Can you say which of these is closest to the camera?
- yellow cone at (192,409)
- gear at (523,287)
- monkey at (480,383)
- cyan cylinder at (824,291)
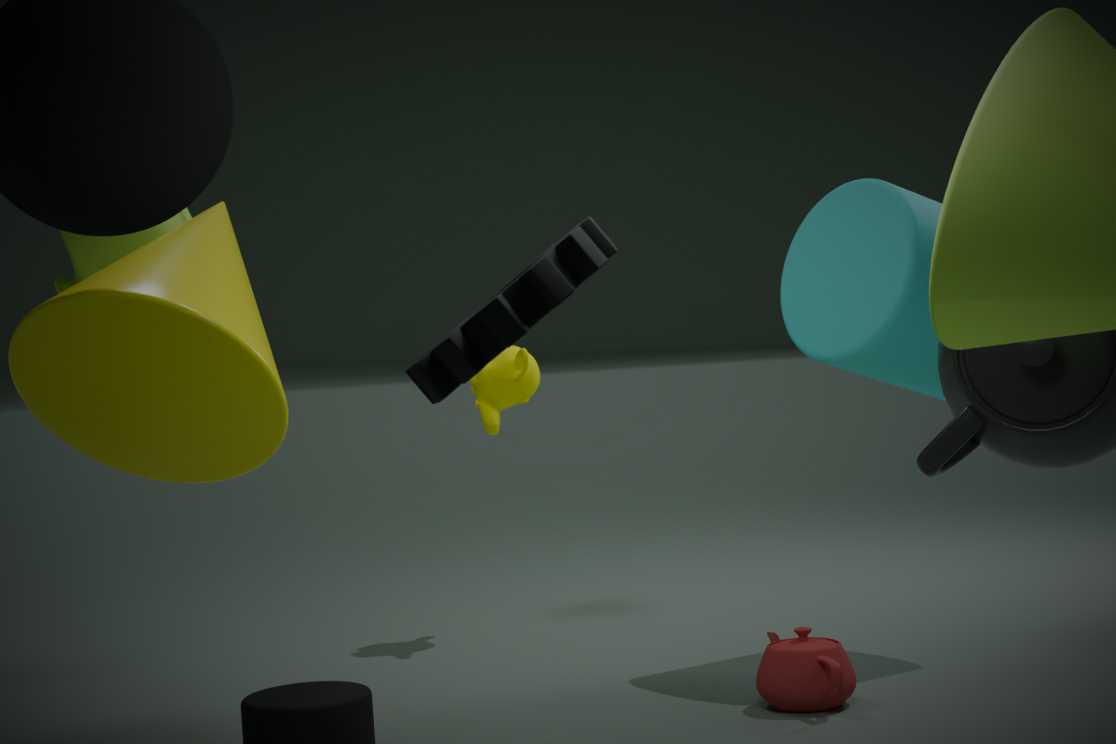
gear at (523,287)
